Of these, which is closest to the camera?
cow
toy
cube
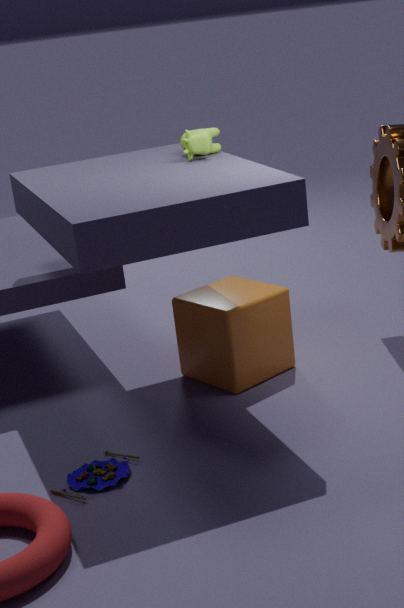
toy
